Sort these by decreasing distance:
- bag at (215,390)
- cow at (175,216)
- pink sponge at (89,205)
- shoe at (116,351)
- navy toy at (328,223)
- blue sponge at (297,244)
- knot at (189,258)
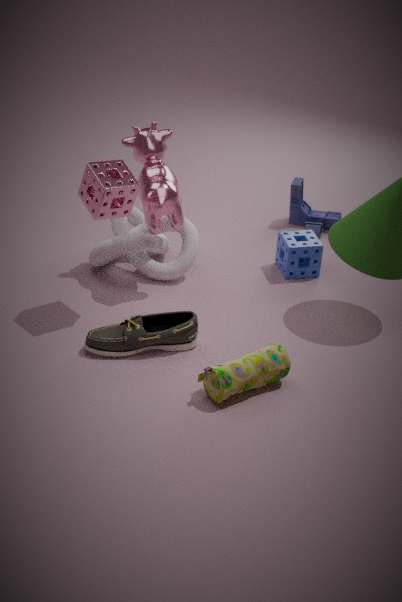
navy toy at (328,223)
blue sponge at (297,244)
knot at (189,258)
cow at (175,216)
pink sponge at (89,205)
shoe at (116,351)
bag at (215,390)
